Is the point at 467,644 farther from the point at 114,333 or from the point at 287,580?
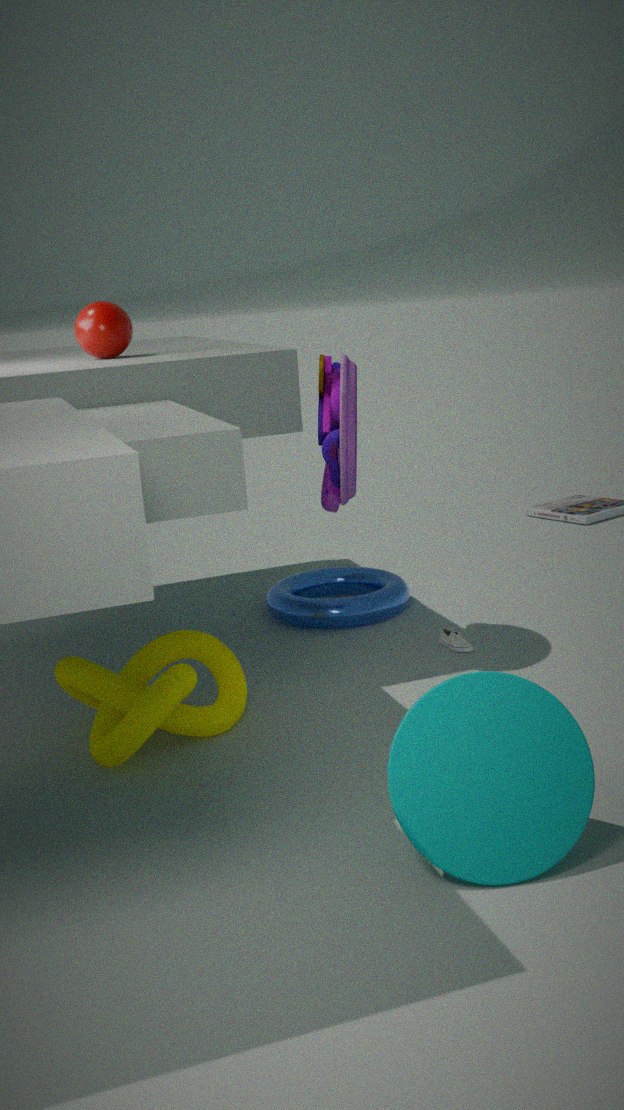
the point at 114,333
